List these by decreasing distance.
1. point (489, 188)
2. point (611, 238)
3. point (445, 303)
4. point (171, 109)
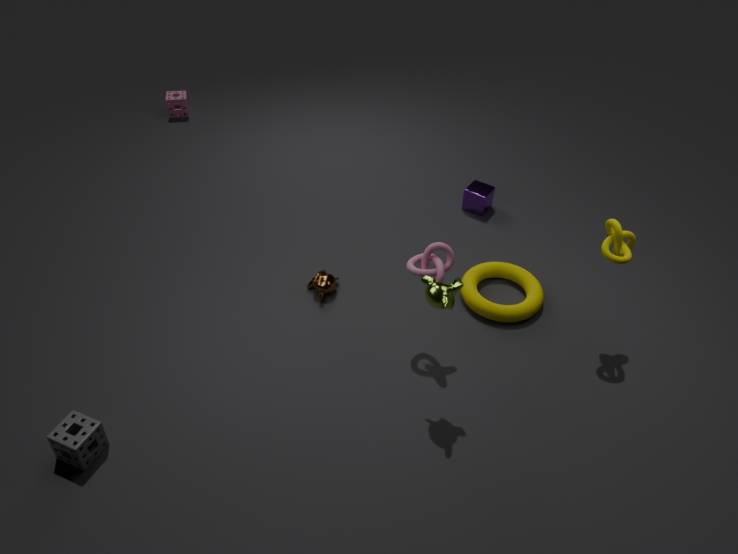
point (171, 109) < point (489, 188) < point (611, 238) < point (445, 303)
